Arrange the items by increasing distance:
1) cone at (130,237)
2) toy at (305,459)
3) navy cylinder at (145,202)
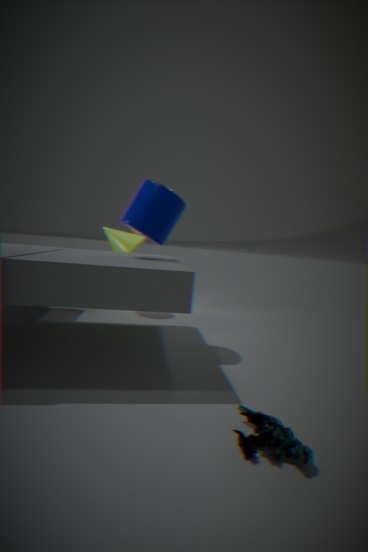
1. 2. toy at (305,459)
2. 3. navy cylinder at (145,202)
3. 1. cone at (130,237)
